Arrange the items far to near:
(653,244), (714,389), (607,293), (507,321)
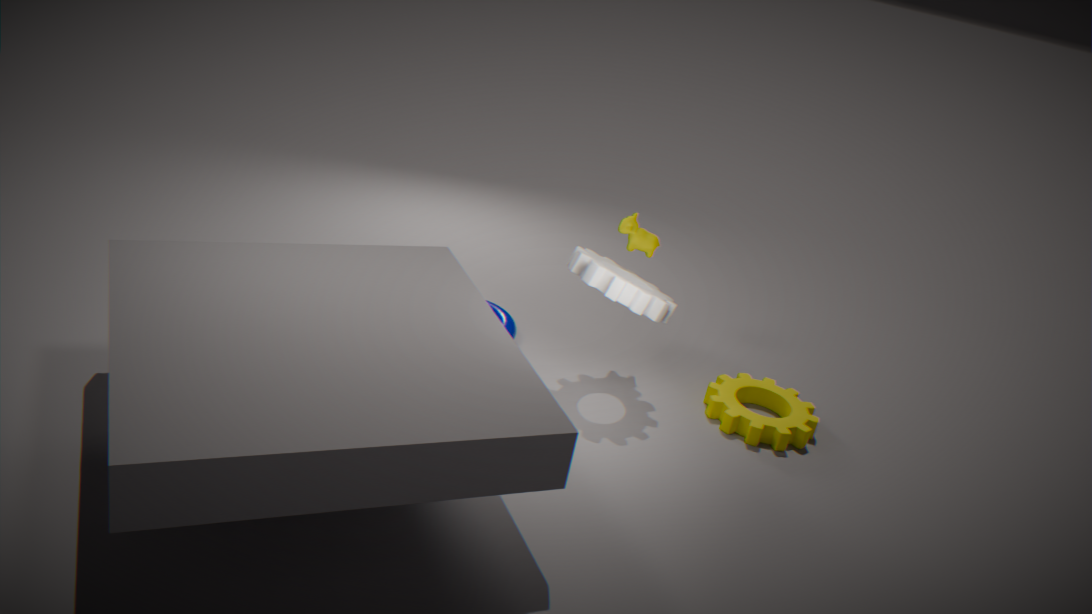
(507,321) → (653,244) → (714,389) → (607,293)
